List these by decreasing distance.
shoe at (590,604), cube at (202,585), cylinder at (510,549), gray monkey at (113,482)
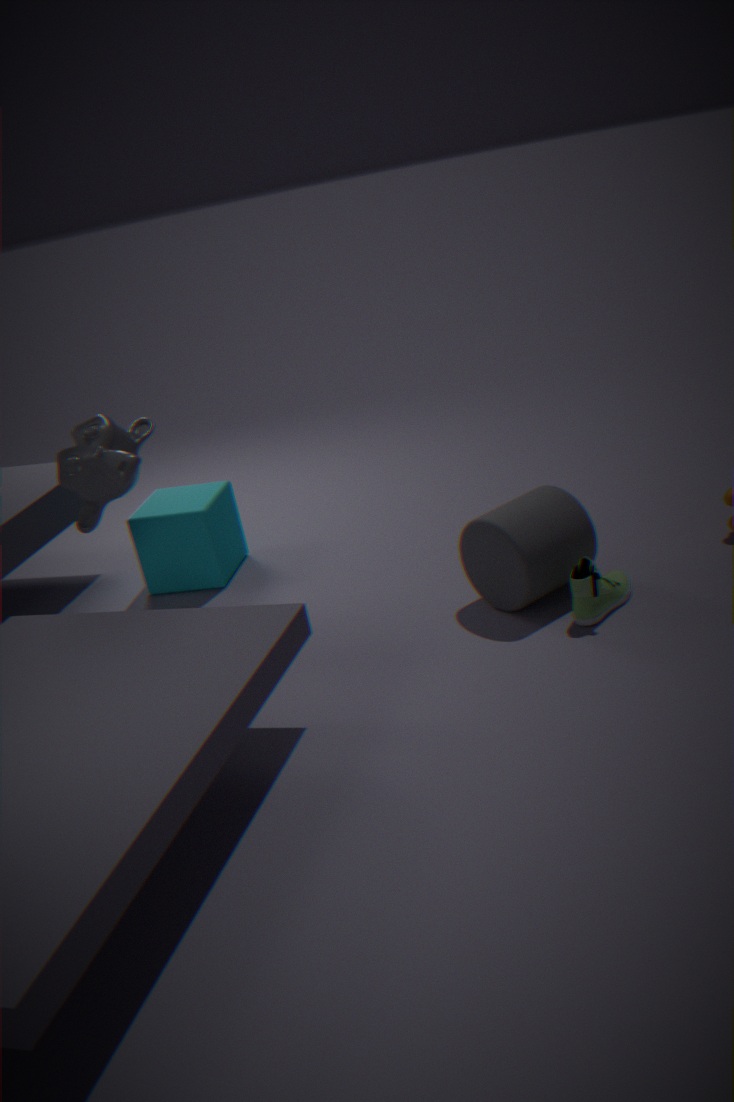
cube at (202,585) < gray monkey at (113,482) < cylinder at (510,549) < shoe at (590,604)
